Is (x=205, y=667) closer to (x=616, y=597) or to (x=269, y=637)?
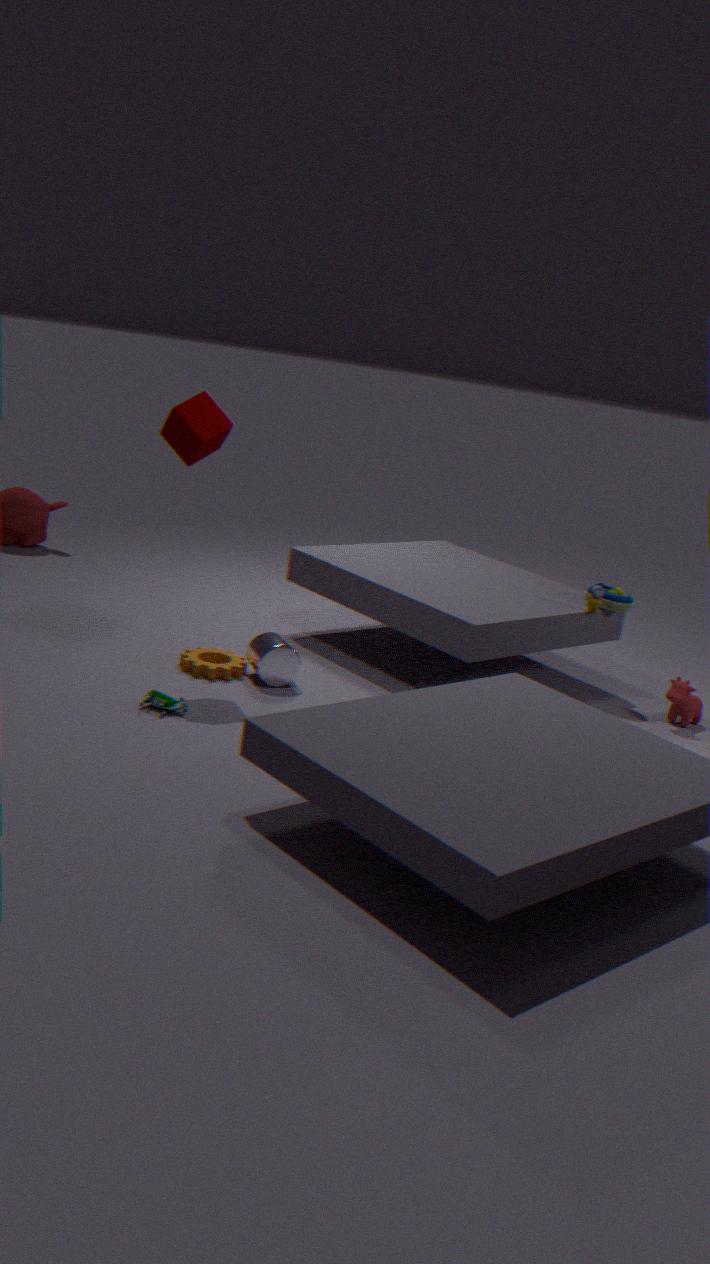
(x=269, y=637)
